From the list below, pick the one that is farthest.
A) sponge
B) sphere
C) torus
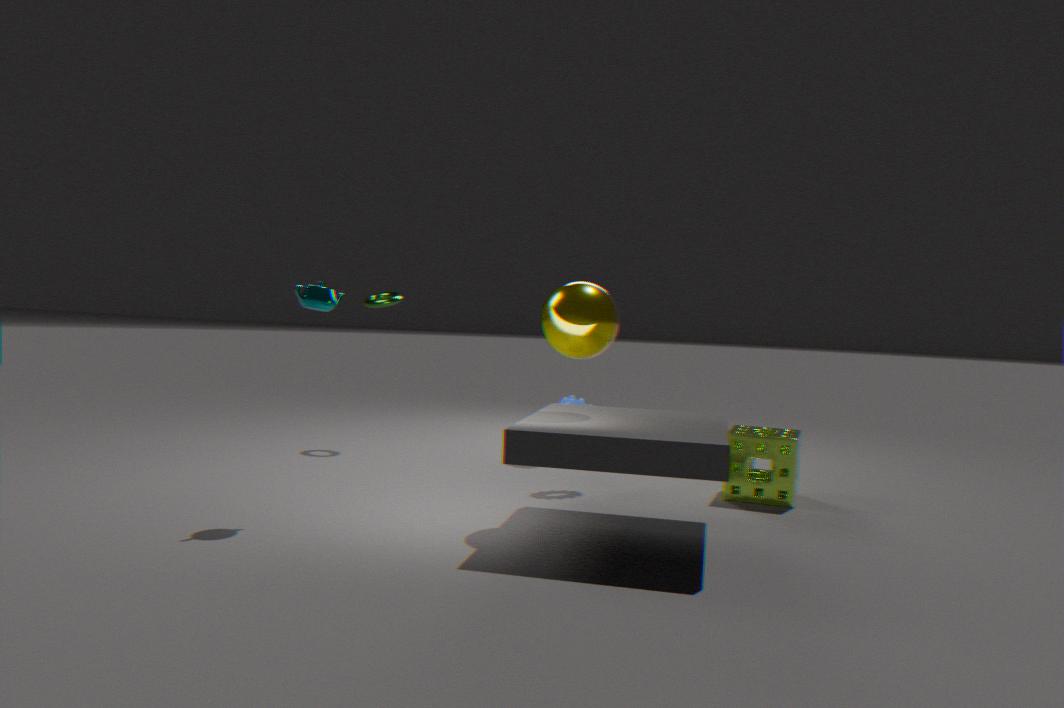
torus
